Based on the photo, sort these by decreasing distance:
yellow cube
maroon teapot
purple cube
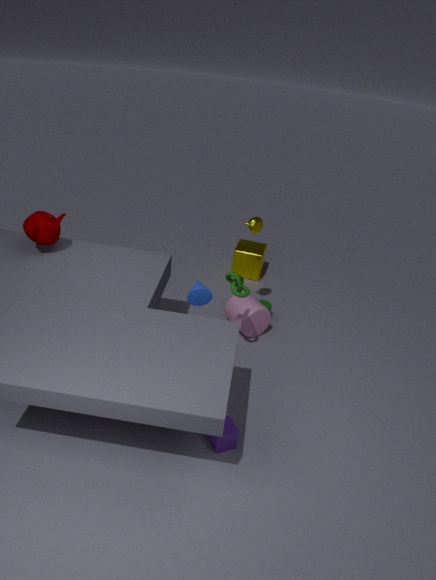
yellow cube, maroon teapot, purple cube
